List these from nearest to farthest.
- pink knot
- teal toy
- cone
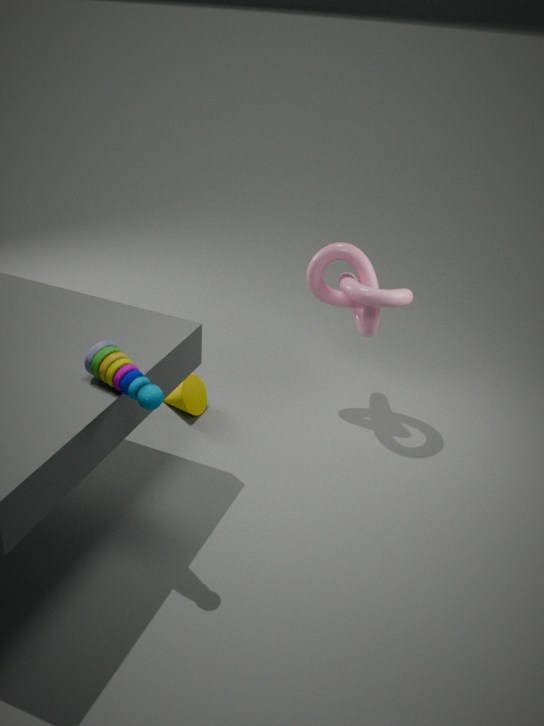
teal toy
pink knot
cone
